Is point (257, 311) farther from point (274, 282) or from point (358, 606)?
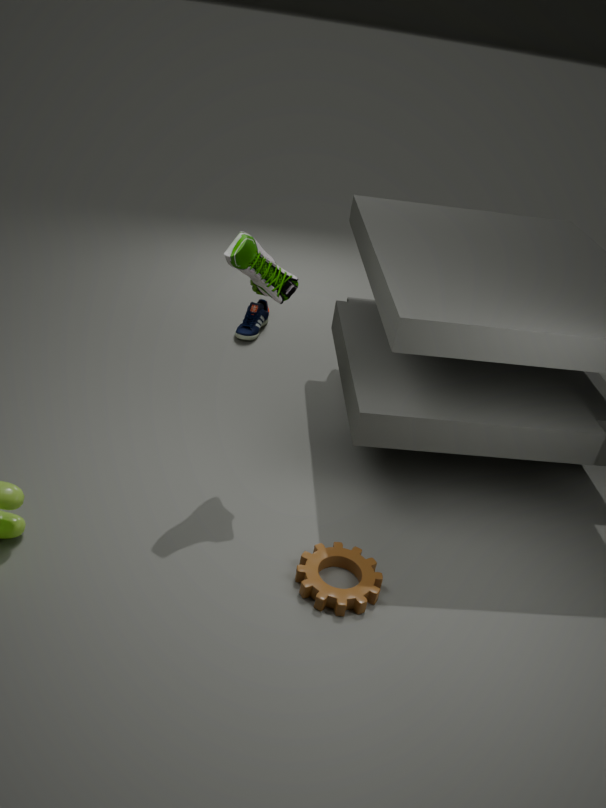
point (358, 606)
